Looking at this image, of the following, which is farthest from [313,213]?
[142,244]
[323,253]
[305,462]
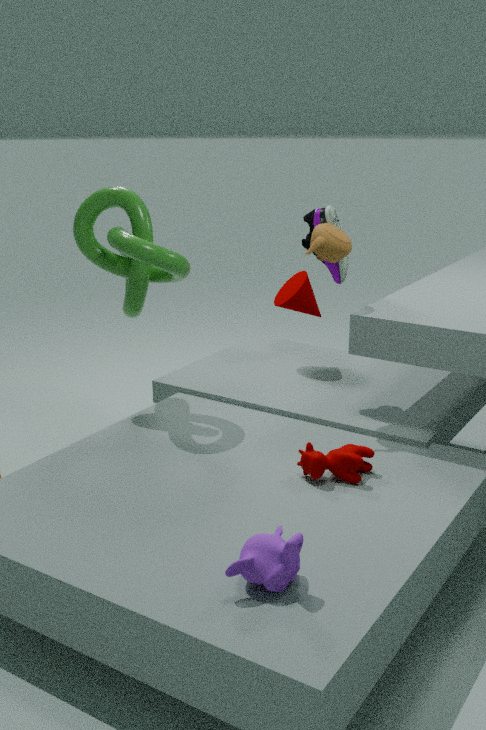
[305,462]
